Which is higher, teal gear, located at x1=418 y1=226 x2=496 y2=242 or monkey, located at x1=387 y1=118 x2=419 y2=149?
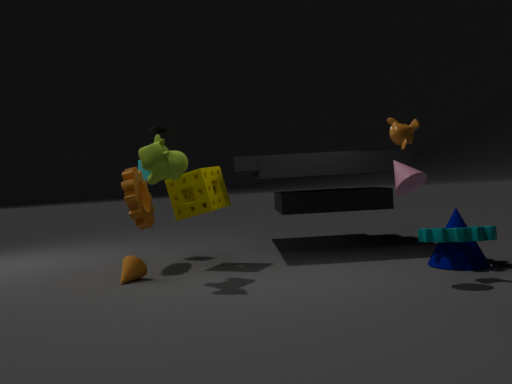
monkey, located at x1=387 y1=118 x2=419 y2=149
